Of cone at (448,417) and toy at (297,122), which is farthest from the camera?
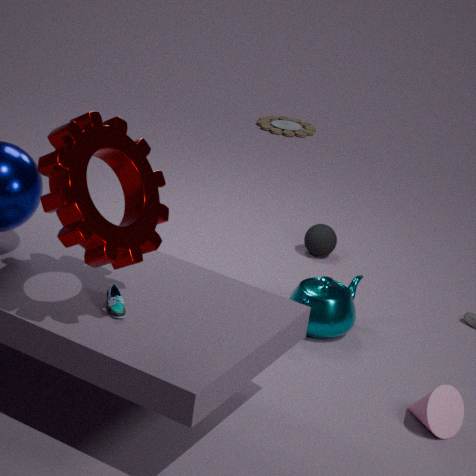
toy at (297,122)
